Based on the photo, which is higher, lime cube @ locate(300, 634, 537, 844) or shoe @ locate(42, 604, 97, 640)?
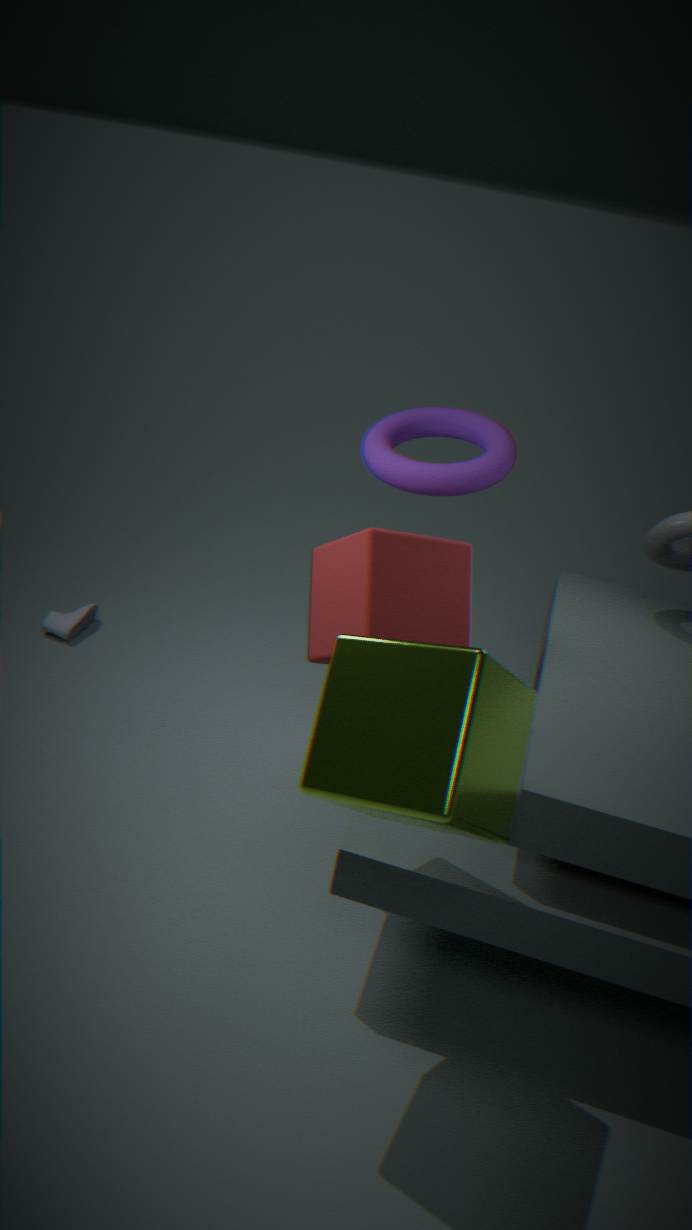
lime cube @ locate(300, 634, 537, 844)
